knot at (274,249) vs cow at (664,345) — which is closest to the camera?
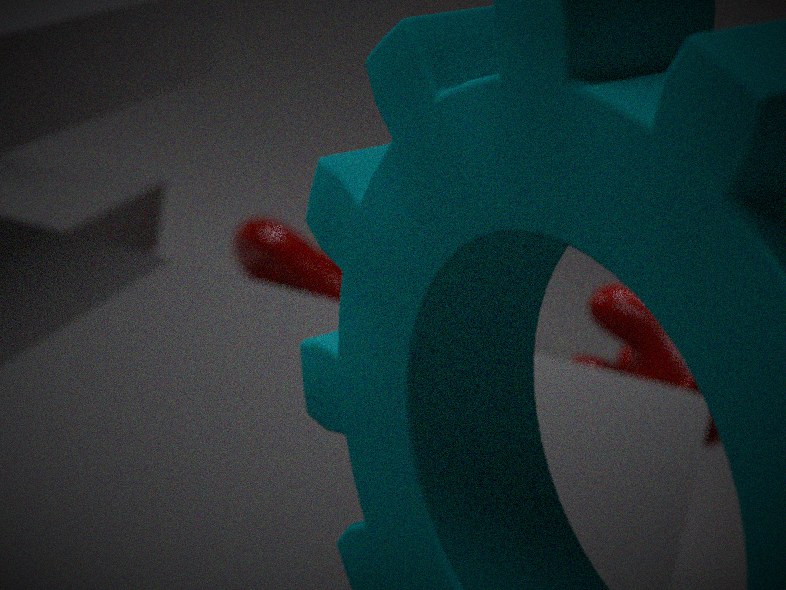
cow at (664,345)
